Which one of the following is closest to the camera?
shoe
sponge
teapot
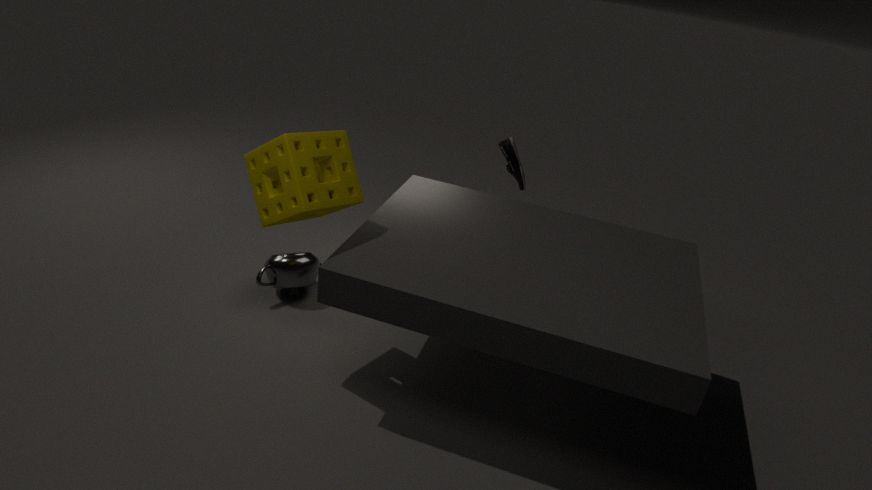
sponge
